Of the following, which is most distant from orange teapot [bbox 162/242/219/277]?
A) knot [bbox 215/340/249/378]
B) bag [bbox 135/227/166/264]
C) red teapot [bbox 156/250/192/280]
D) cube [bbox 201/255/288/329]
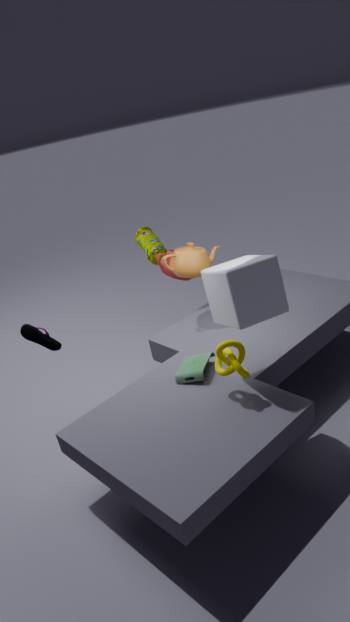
knot [bbox 215/340/249/378]
